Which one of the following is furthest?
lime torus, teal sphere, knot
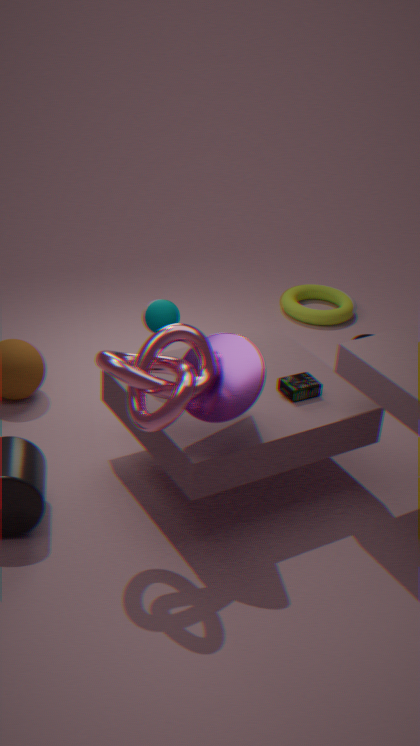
lime torus
